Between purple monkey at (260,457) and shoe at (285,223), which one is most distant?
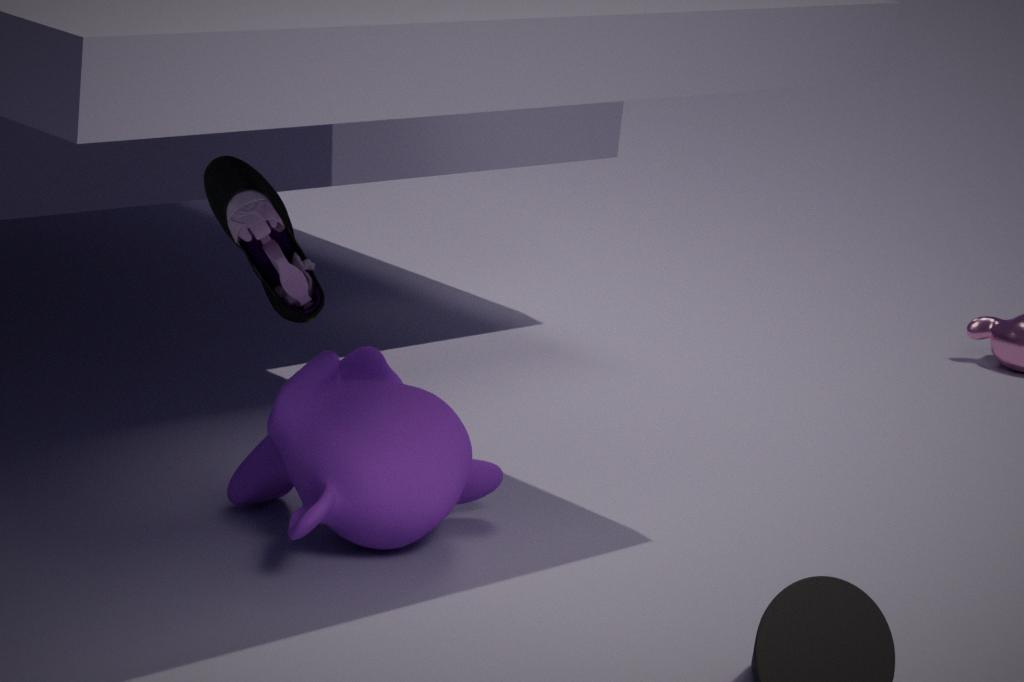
shoe at (285,223)
